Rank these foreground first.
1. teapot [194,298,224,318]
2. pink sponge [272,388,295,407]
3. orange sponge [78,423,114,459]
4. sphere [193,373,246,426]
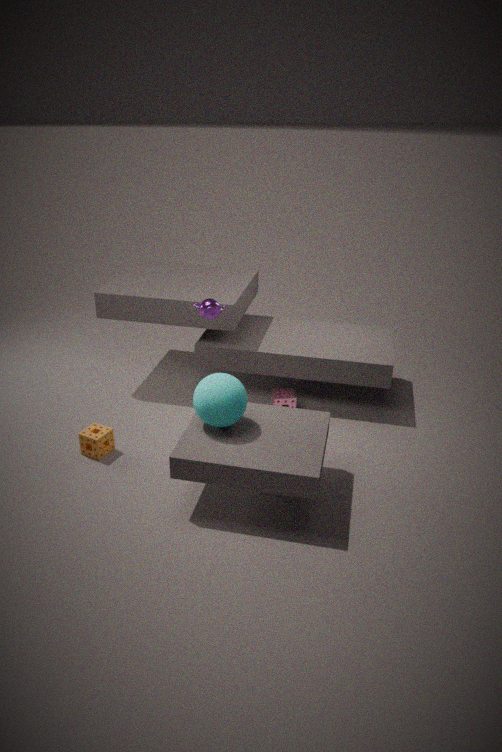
sphere [193,373,246,426] < orange sponge [78,423,114,459] < teapot [194,298,224,318] < pink sponge [272,388,295,407]
